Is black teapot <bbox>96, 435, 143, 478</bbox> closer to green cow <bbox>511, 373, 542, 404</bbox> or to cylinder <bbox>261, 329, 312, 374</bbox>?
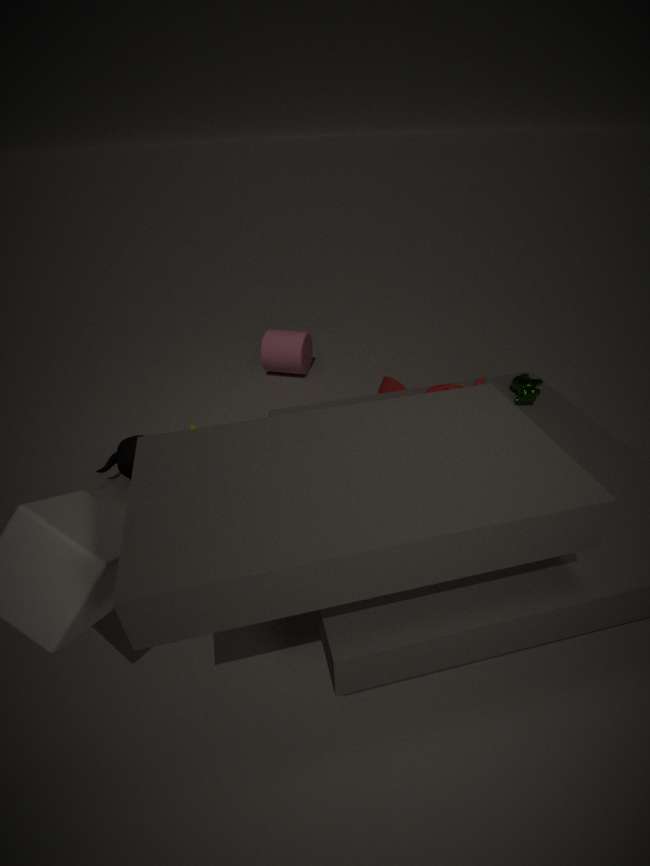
cylinder <bbox>261, 329, 312, 374</bbox>
